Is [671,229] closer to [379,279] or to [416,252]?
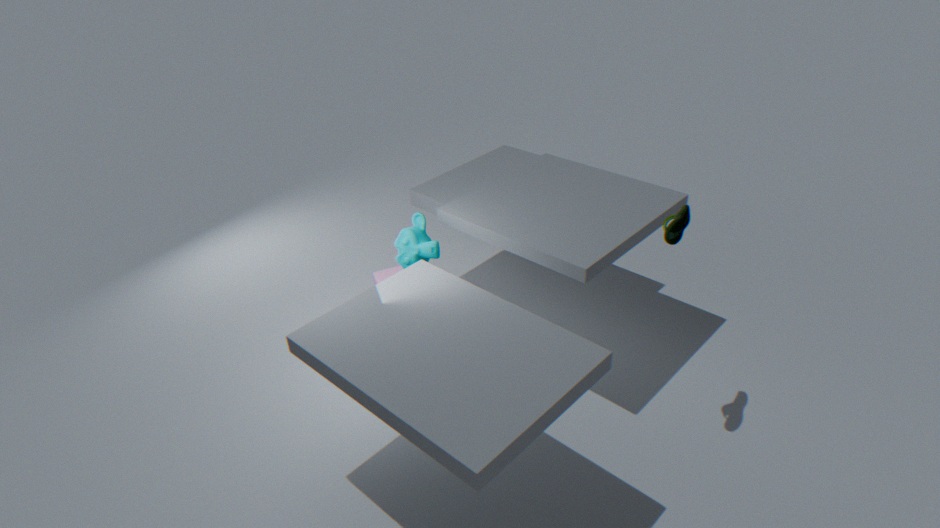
[416,252]
